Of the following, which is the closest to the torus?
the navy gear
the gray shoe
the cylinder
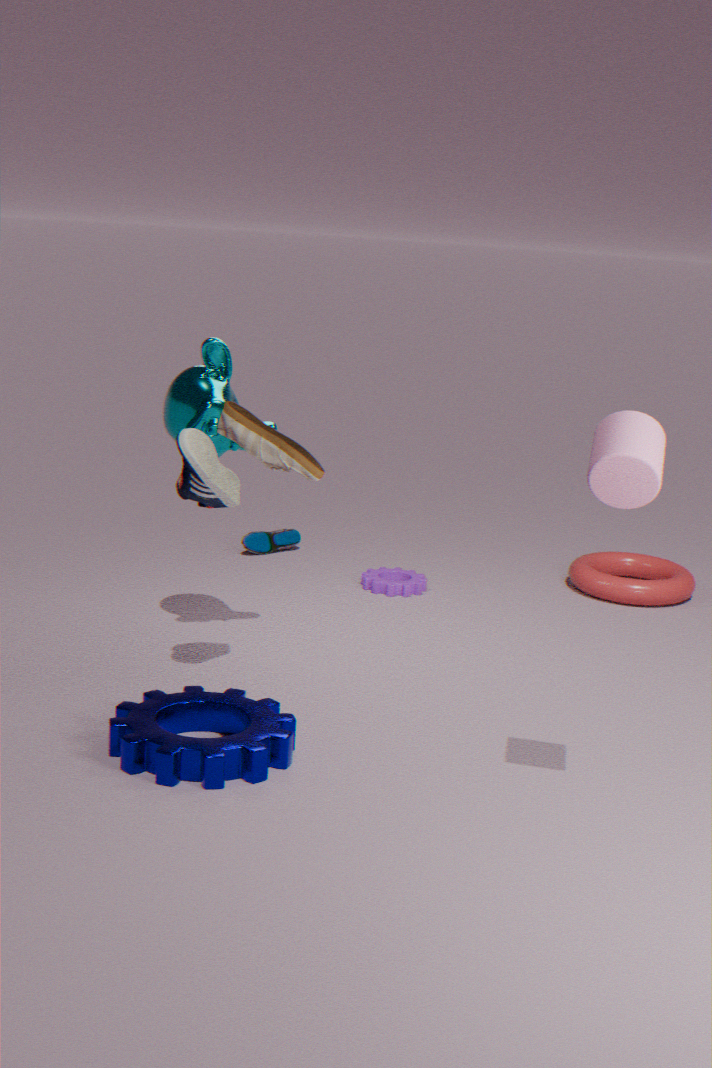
the gray shoe
